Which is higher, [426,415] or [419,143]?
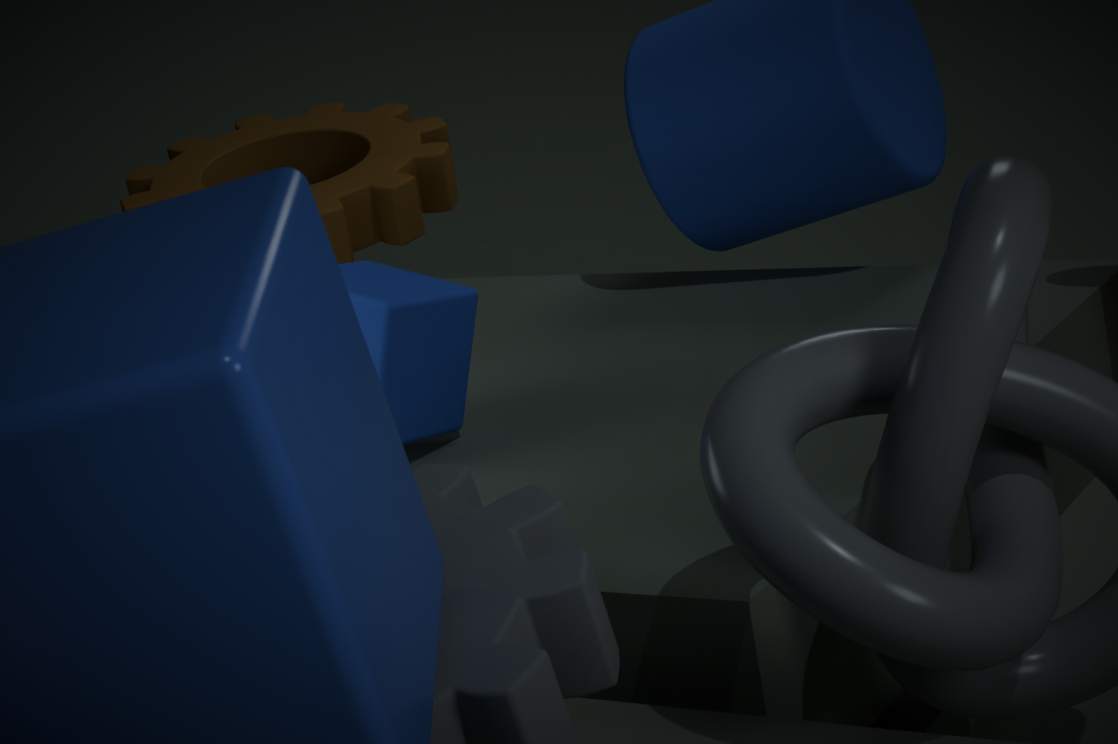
[419,143]
